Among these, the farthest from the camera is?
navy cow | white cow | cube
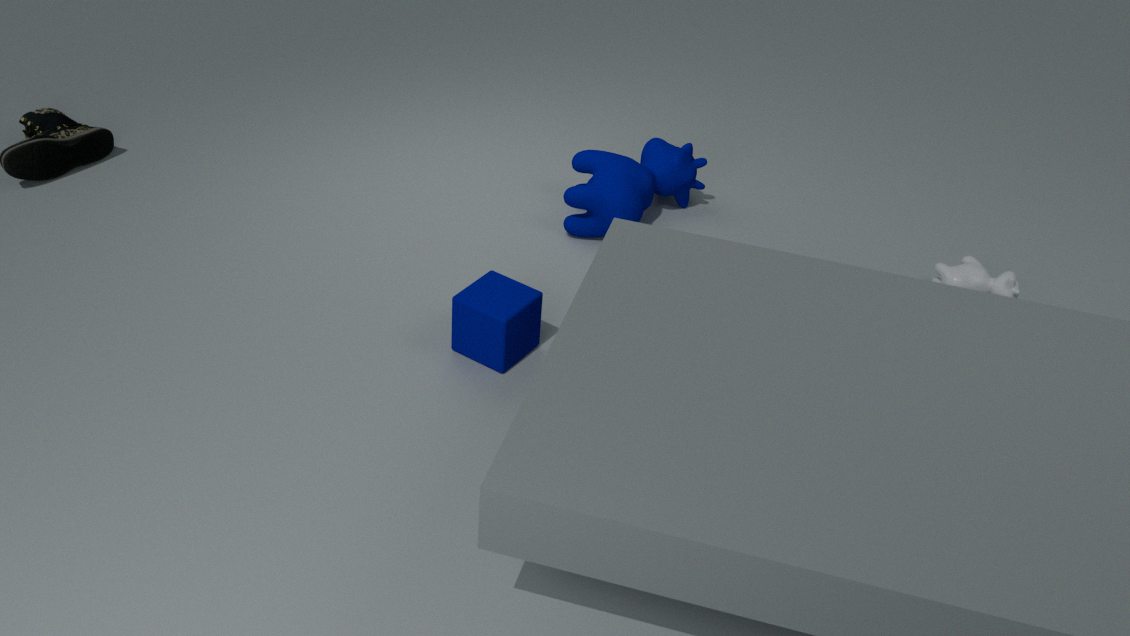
navy cow
